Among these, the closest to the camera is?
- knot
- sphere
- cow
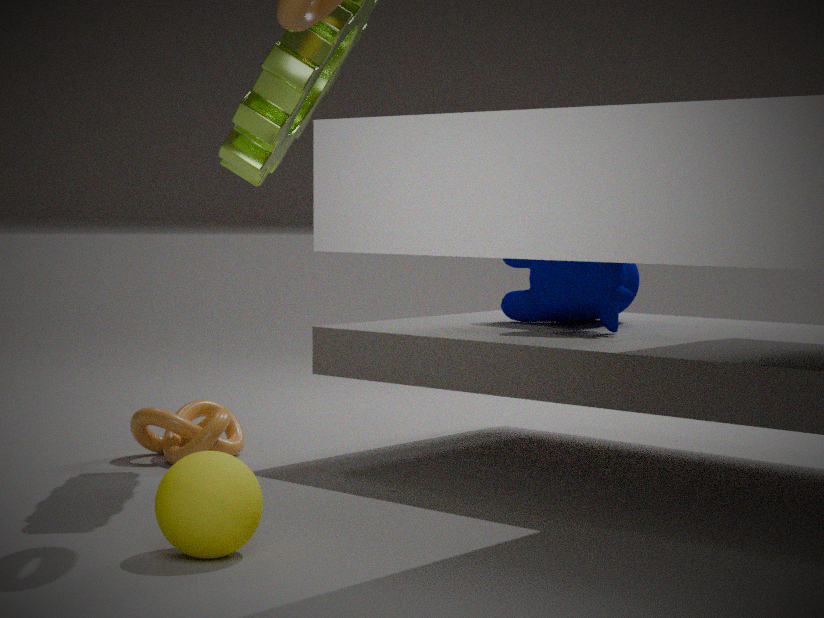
sphere
